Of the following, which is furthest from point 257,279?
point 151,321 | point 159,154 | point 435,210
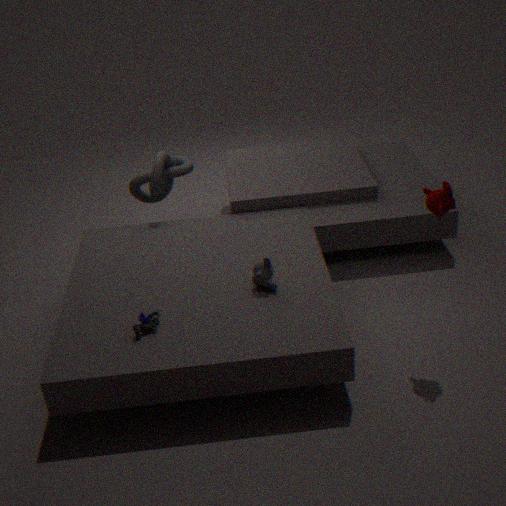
point 159,154
